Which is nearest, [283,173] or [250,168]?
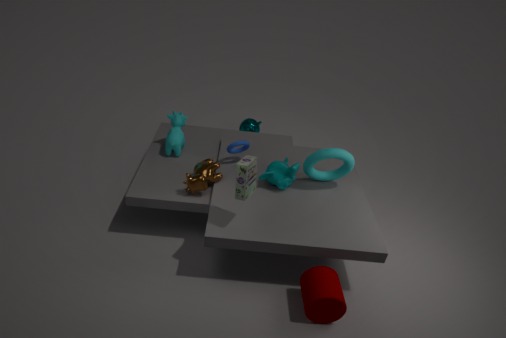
[250,168]
